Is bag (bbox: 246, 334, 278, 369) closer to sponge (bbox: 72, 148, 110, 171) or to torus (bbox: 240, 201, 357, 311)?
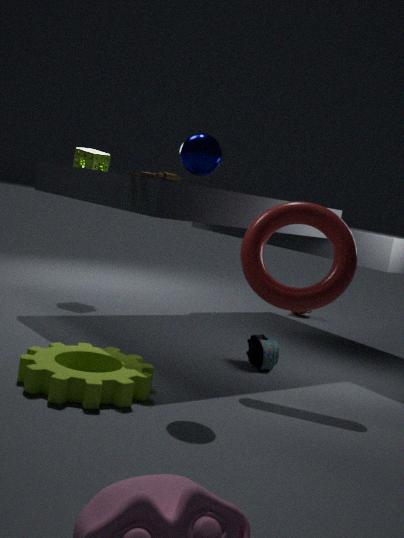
torus (bbox: 240, 201, 357, 311)
